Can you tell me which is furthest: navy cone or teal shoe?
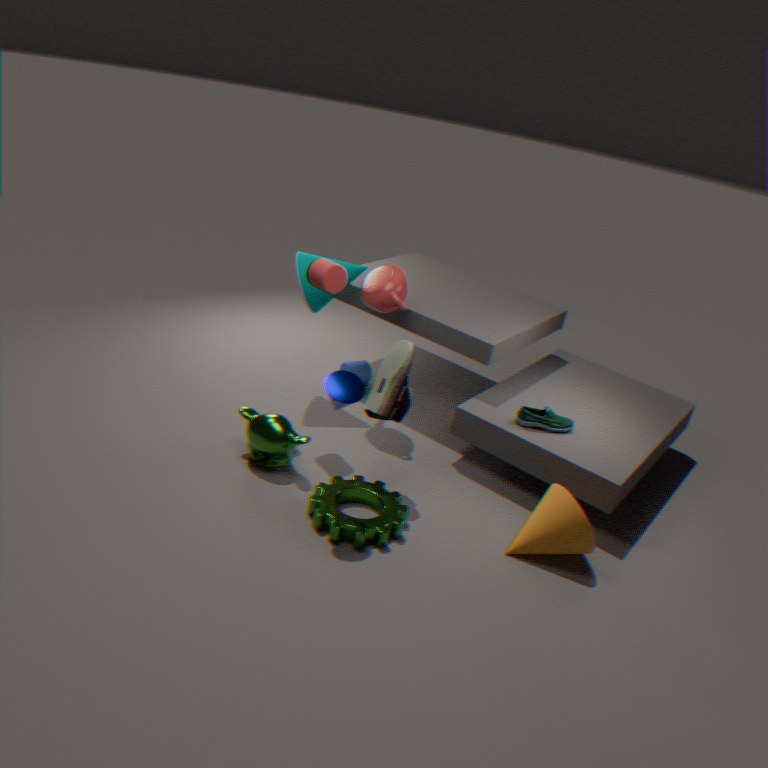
teal shoe
